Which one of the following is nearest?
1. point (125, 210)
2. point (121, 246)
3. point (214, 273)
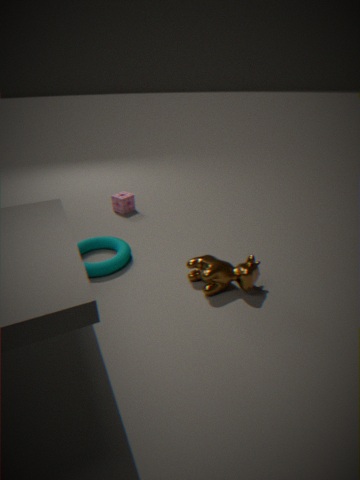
point (214, 273)
